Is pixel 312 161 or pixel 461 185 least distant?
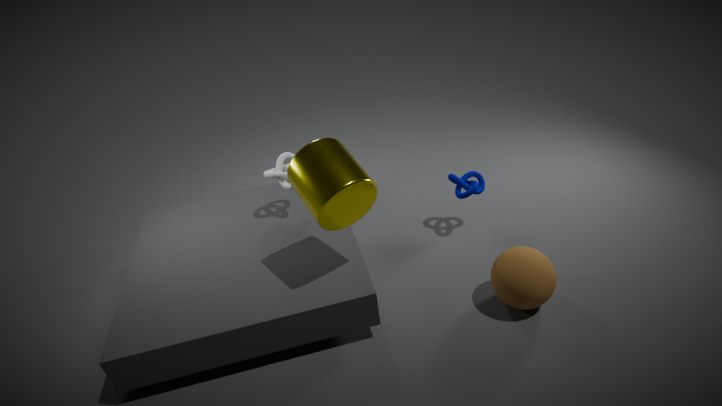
pixel 312 161
